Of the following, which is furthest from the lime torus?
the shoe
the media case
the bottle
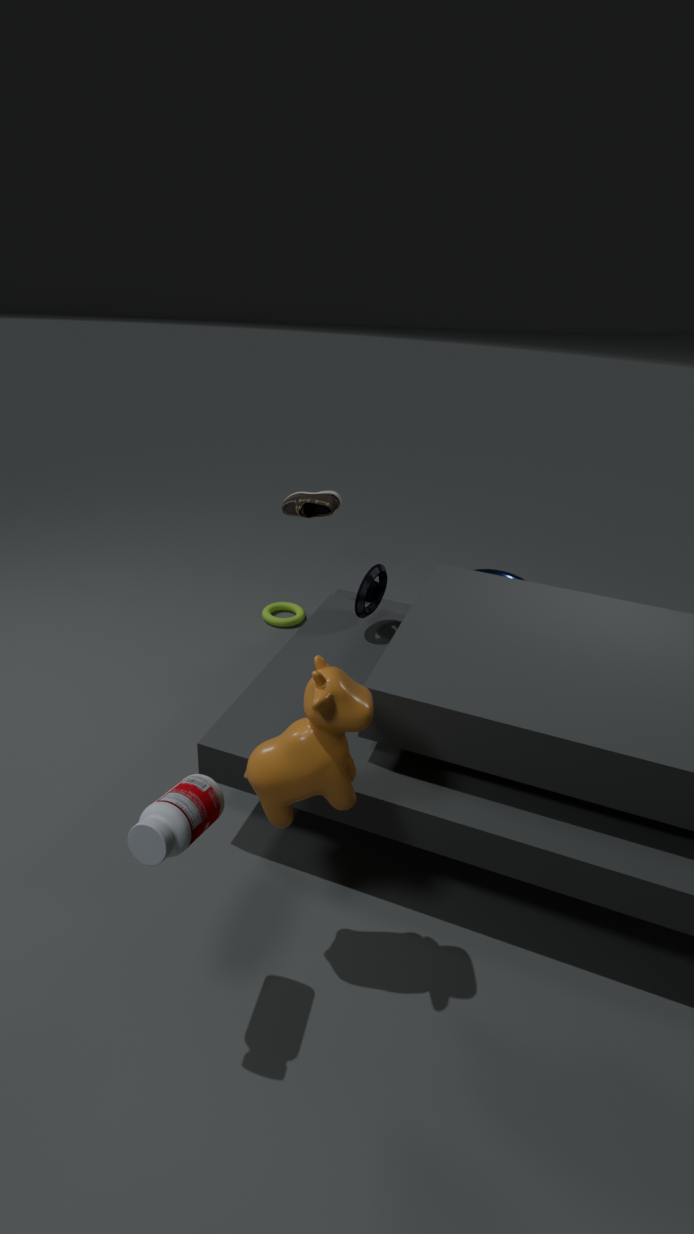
the bottle
